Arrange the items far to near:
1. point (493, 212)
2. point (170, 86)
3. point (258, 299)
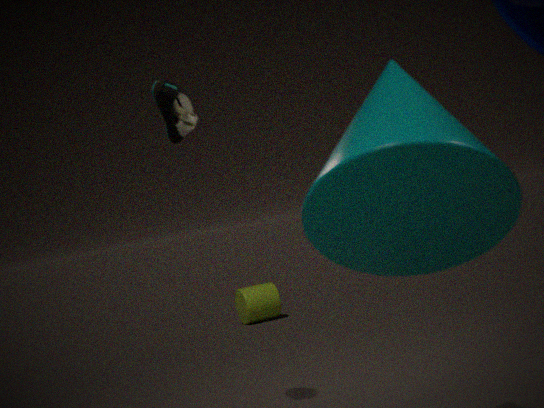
point (258, 299), point (170, 86), point (493, 212)
